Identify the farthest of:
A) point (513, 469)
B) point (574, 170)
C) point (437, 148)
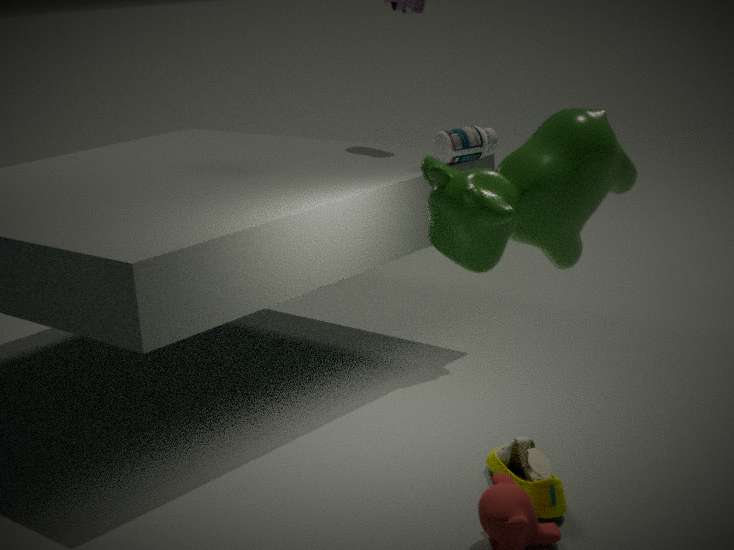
point (437, 148)
